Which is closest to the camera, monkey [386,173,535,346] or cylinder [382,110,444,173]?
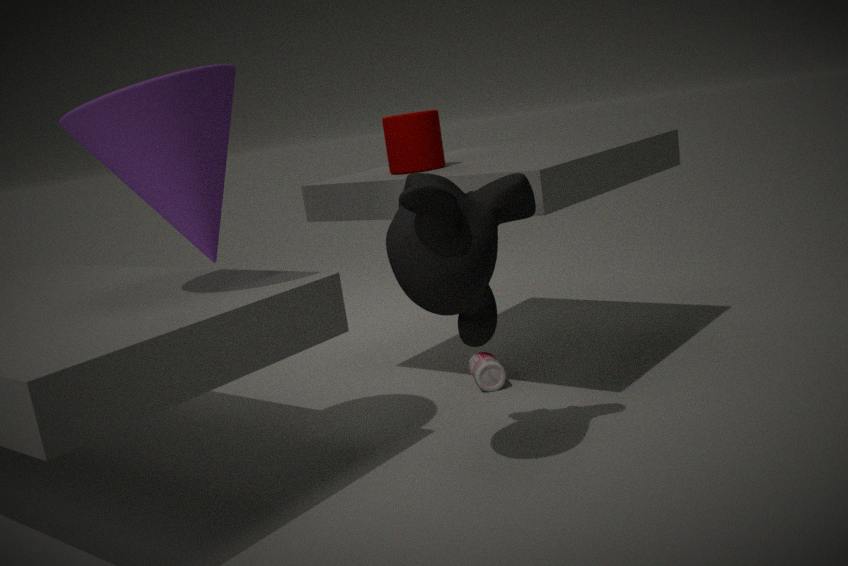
monkey [386,173,535,346]
